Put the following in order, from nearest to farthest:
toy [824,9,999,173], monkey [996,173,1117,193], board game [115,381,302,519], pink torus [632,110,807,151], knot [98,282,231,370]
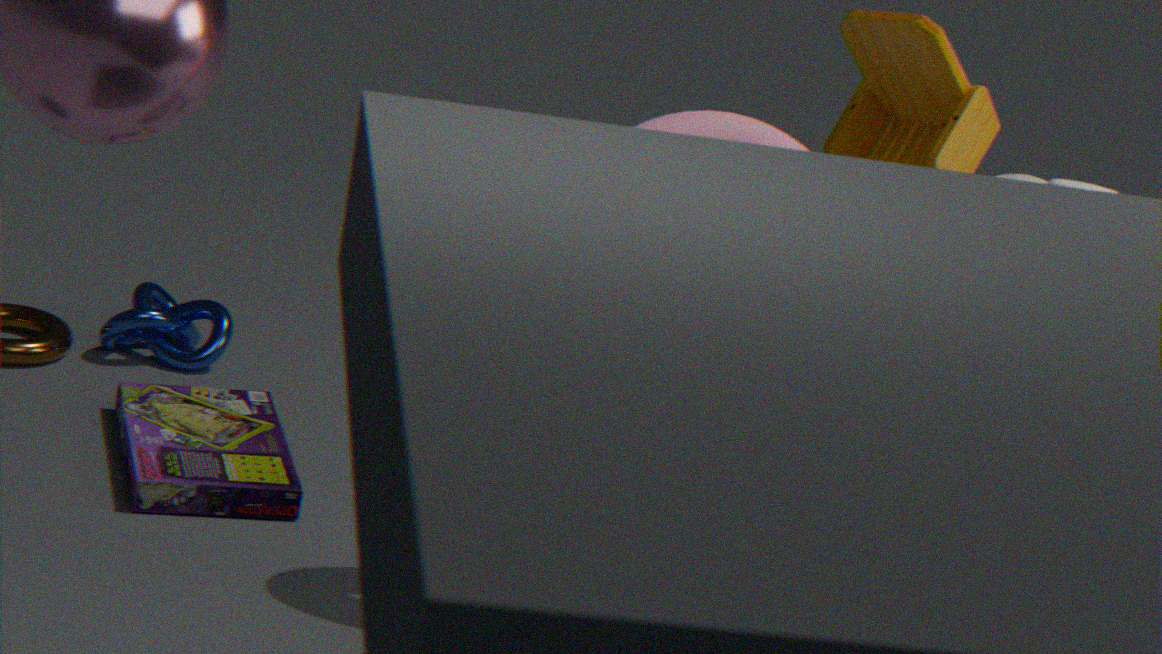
monkey [996,173,1117,193] < pink torus [632,110,807,151] < toy [824,9,999,173] < board game [115,381,302,519] < knot [98,282,231,370]
